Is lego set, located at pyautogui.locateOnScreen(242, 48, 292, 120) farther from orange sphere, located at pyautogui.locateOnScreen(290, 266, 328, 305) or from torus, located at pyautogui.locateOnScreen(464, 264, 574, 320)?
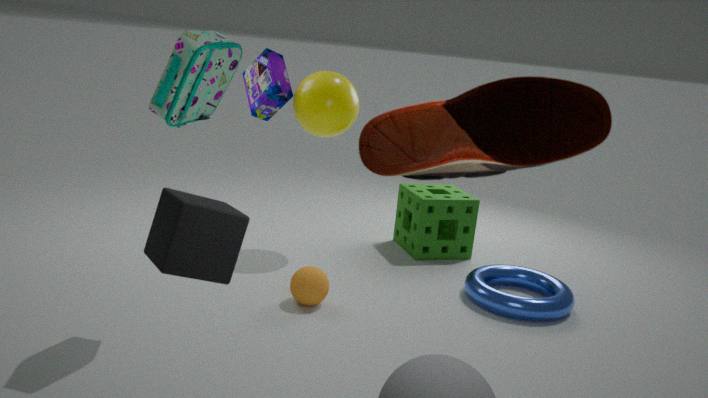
torus, located at pyautogui.locateOnScreen(464, 264, 574, 320)
